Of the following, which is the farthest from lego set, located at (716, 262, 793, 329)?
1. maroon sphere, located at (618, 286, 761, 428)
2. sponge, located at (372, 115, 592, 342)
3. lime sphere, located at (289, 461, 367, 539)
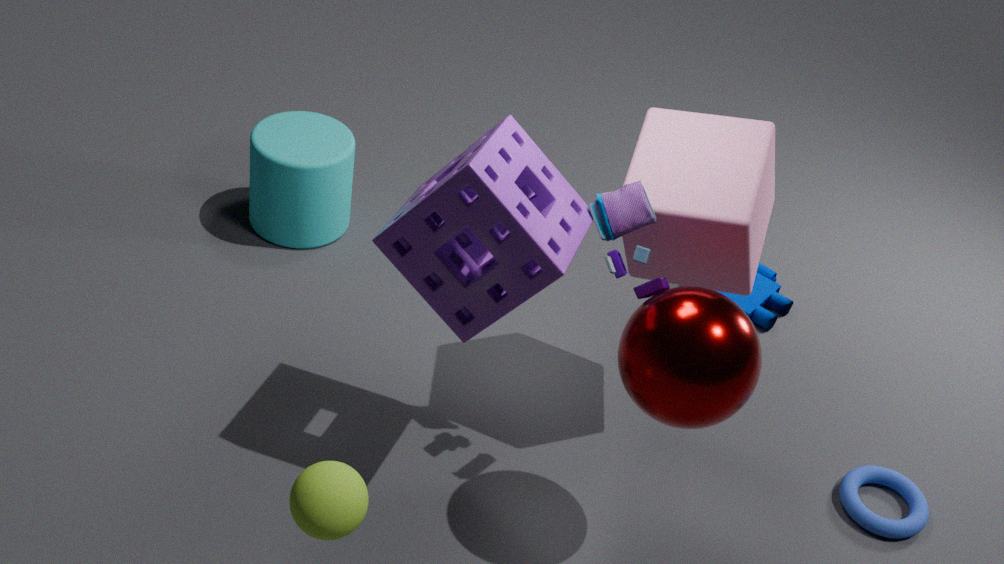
lime sphere, located at (289, 461, 367, 539)
